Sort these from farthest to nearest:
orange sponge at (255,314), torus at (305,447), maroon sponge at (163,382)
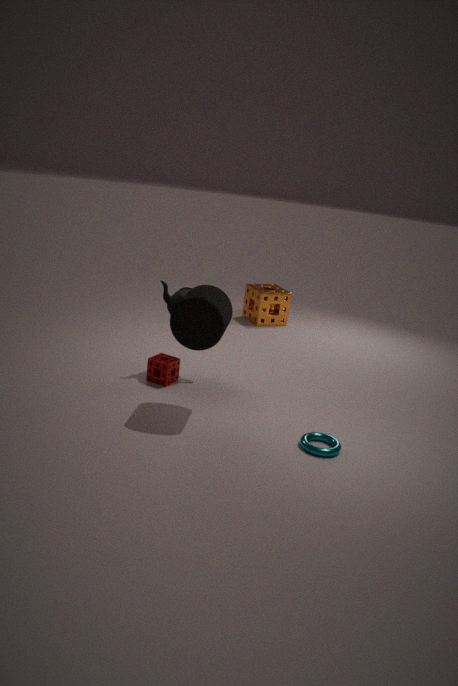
orange sponge at (255,314), maroon sponge at (163,382), torus at (305,447)
